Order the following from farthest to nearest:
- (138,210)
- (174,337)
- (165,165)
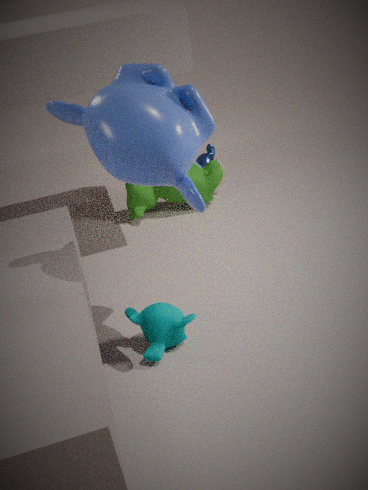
(138,210), (174,337), (165,165)
